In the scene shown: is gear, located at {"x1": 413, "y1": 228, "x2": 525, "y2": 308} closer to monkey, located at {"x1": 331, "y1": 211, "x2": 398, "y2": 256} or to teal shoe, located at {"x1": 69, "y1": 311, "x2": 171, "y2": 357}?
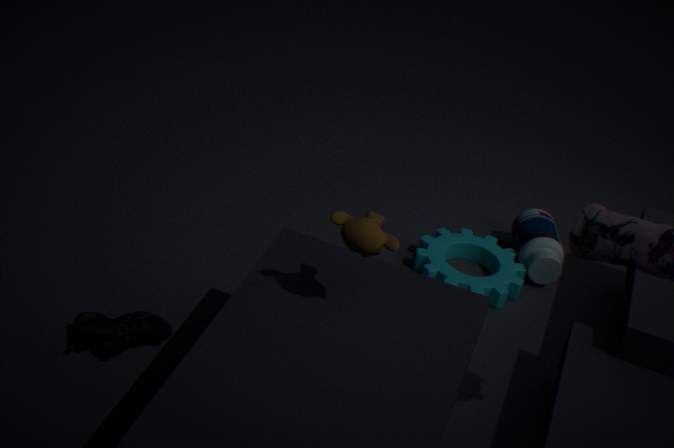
monkey, located at {"x1": 331, "y1": 211, "x2": 398, "y2": 256}
